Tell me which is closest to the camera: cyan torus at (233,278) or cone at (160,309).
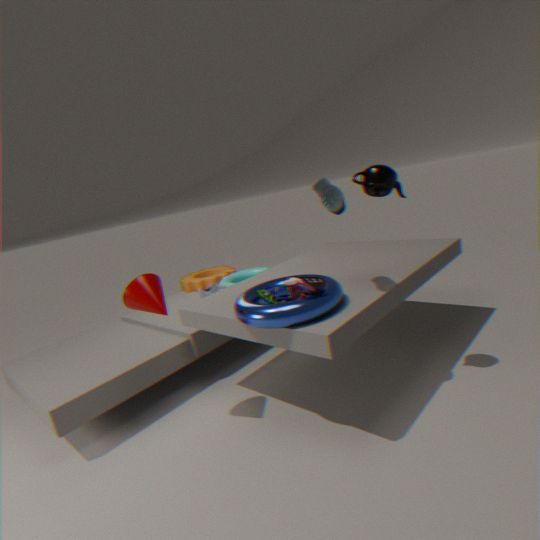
cone at (160,309)
